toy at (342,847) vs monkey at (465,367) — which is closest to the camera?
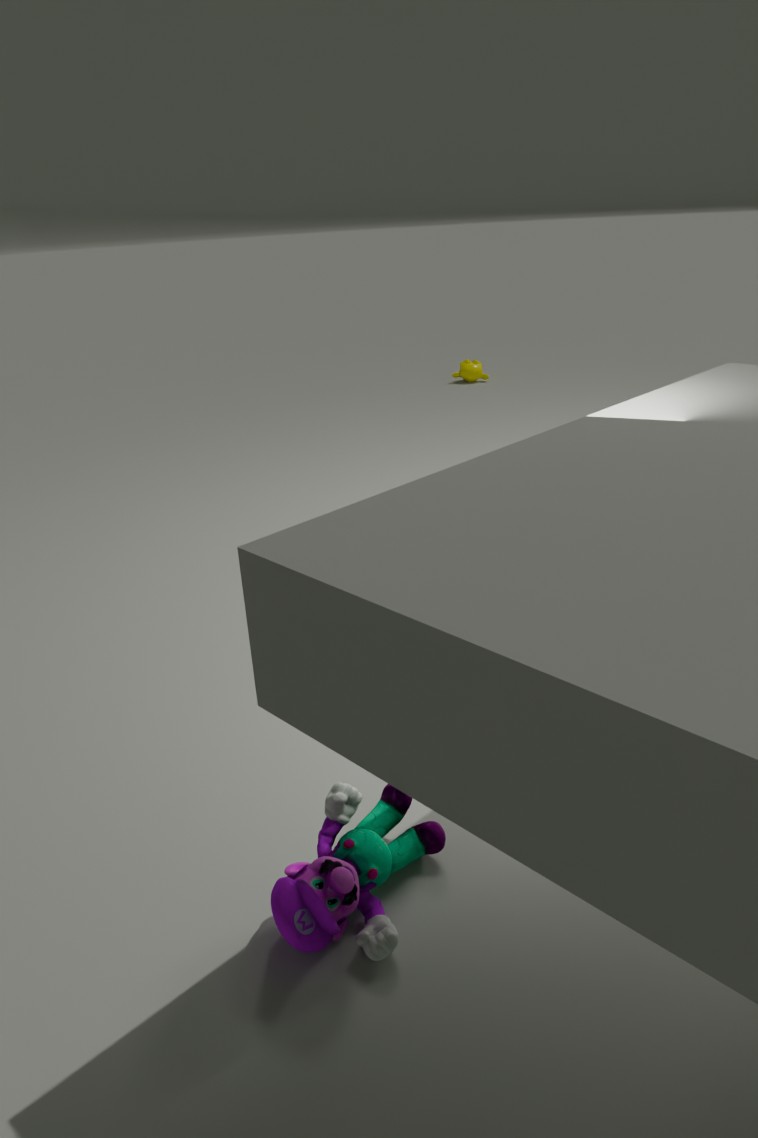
toy at (342,847)
